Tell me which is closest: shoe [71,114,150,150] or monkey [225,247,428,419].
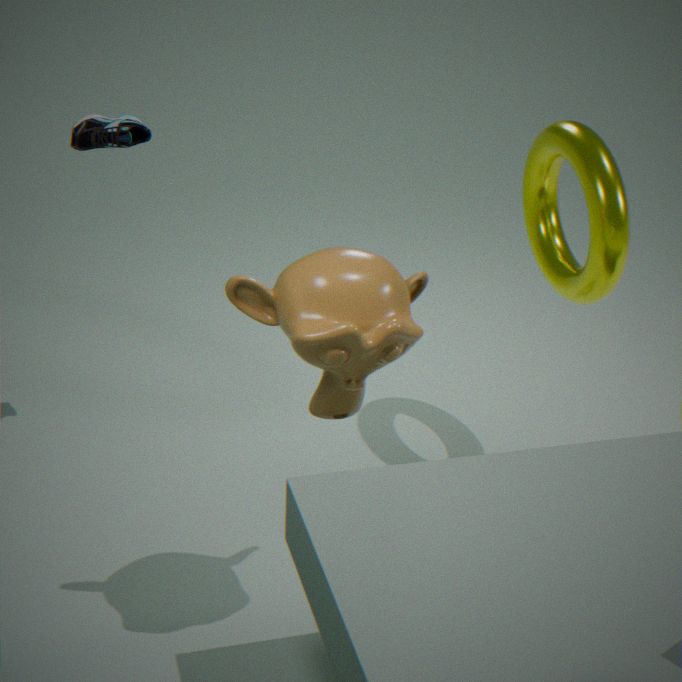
monkey [225,247,428,419]
